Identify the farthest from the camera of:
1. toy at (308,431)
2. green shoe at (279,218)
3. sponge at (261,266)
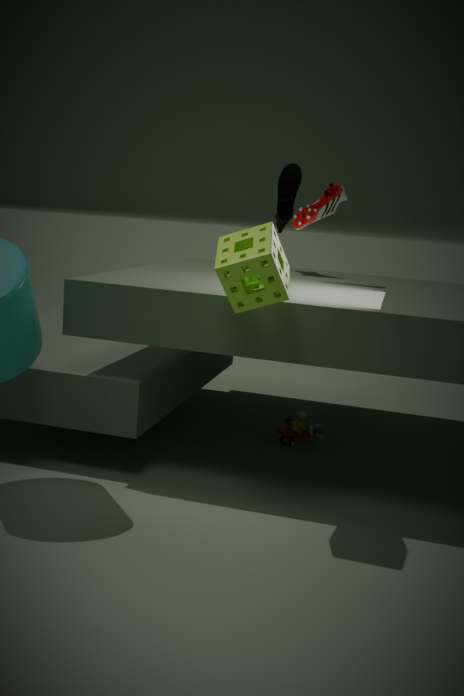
green shoe at (279,218)
